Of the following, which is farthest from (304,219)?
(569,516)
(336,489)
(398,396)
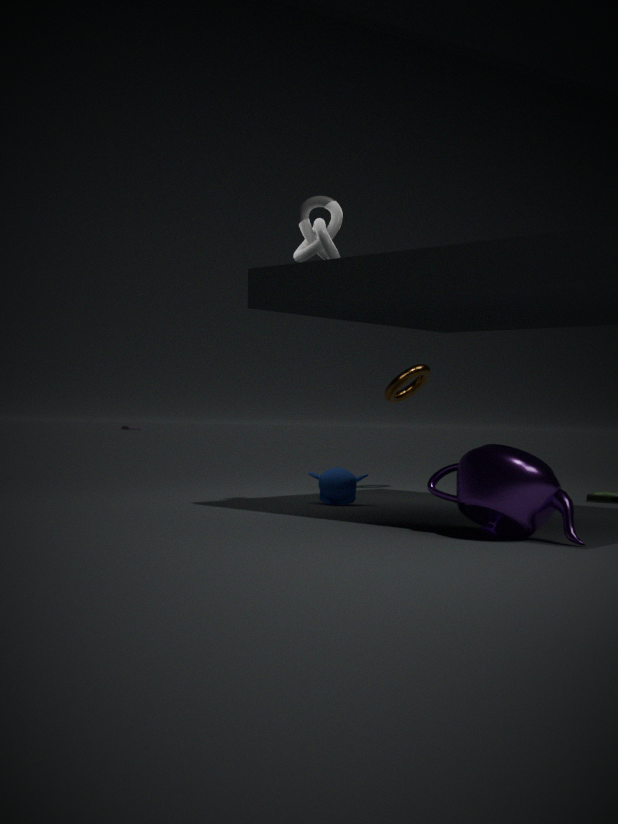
(398,396)
